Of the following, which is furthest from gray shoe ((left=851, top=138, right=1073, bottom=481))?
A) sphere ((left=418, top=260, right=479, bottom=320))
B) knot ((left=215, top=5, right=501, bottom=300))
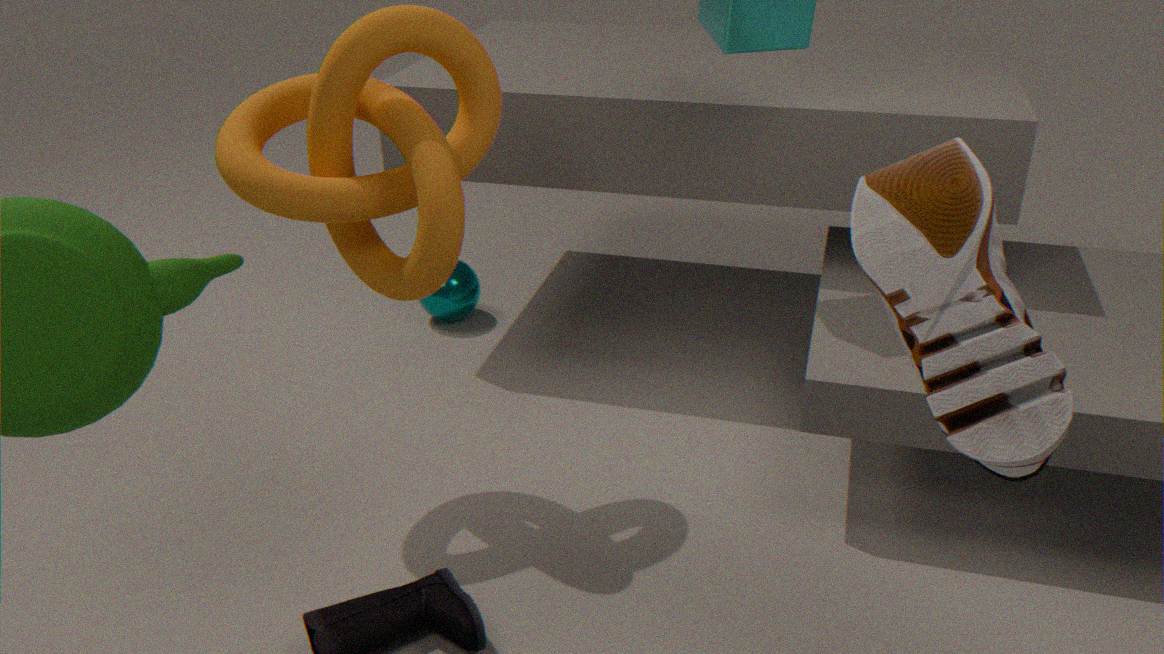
sphere ((left=418, top=260, right=479, bottom=320))
